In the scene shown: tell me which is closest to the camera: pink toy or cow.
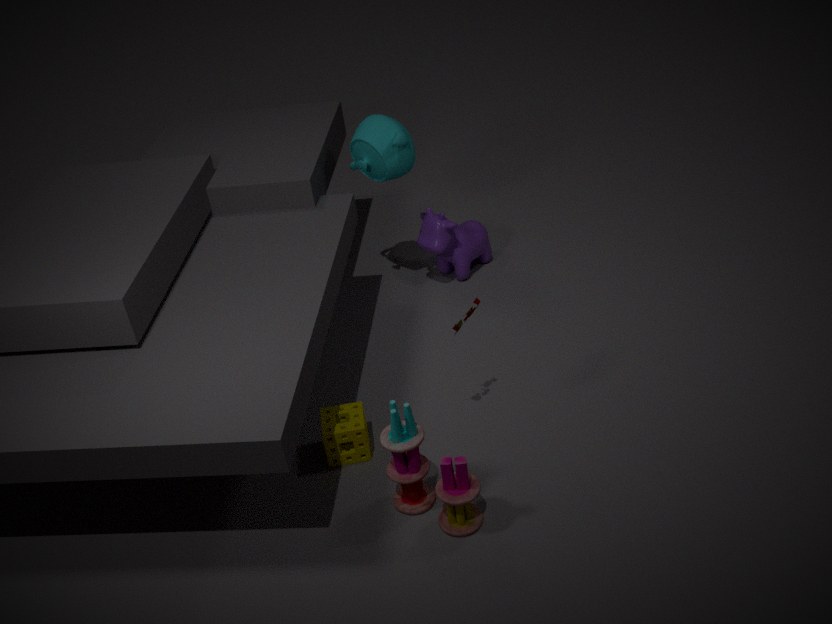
pink toy
